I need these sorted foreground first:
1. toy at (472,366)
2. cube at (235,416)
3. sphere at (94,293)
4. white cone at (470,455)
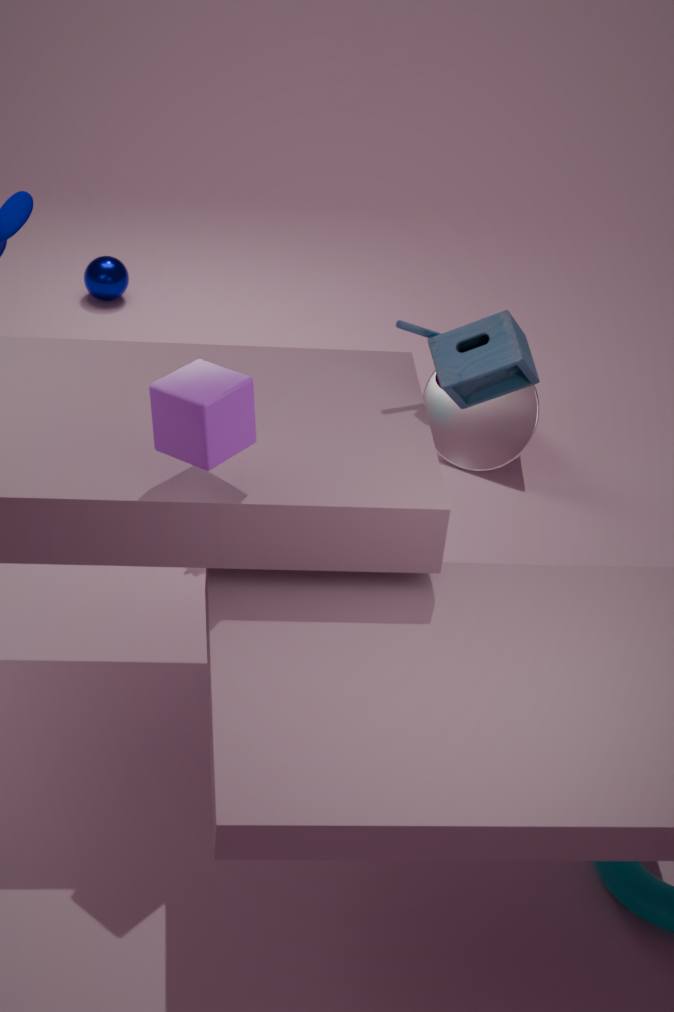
1. cube at (235,416)
2. toy at (472,366)
3. white cone at (470,455)
4. sphere at (94,293)
